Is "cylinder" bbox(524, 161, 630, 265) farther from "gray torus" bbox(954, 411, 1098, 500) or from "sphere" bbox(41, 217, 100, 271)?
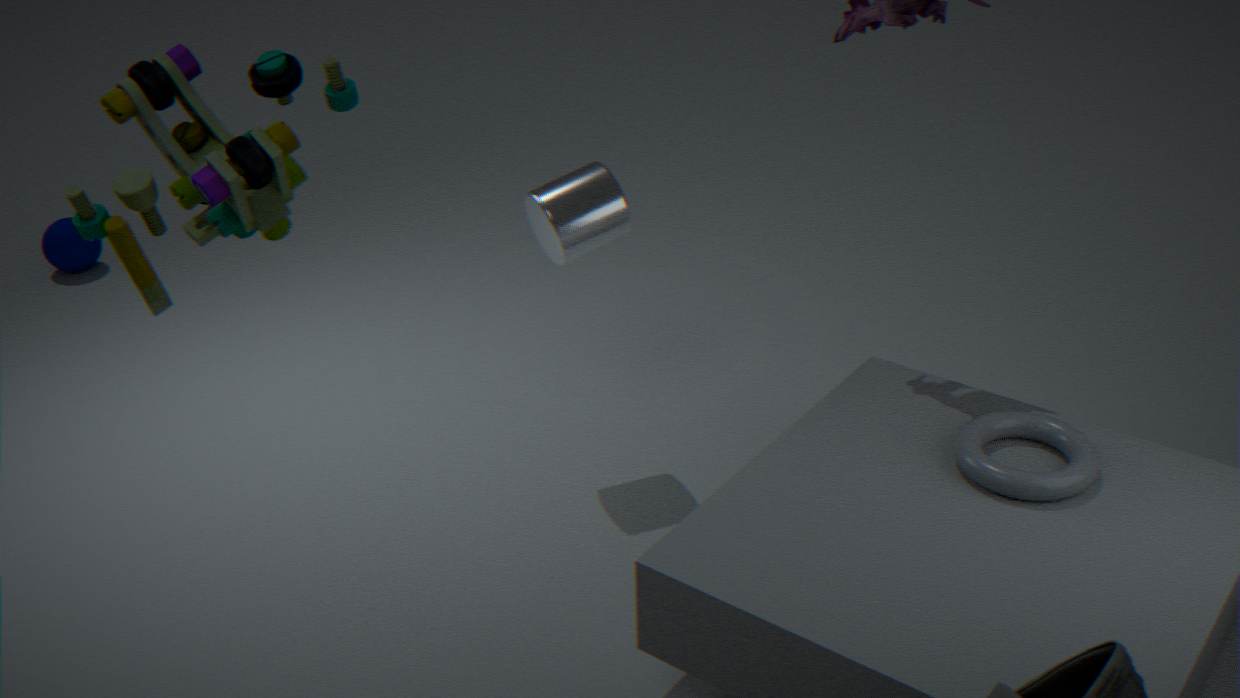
"sphere" bbox(41, 217, 100, 271)
